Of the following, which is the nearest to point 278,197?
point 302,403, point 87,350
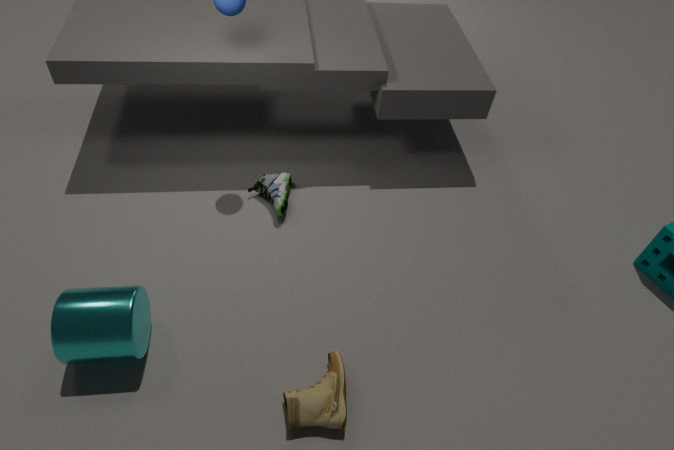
point 87,350
